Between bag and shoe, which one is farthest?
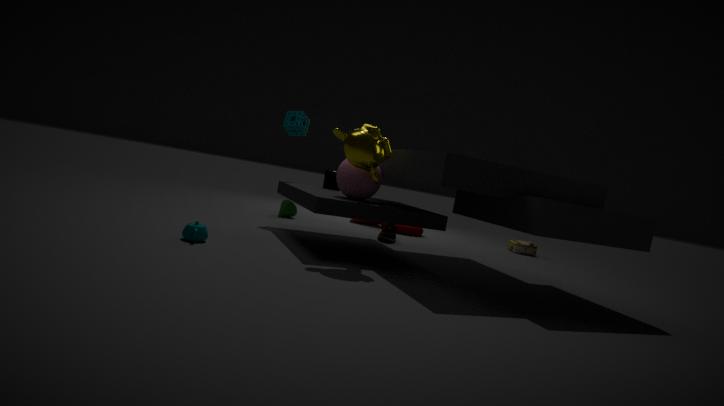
bag
